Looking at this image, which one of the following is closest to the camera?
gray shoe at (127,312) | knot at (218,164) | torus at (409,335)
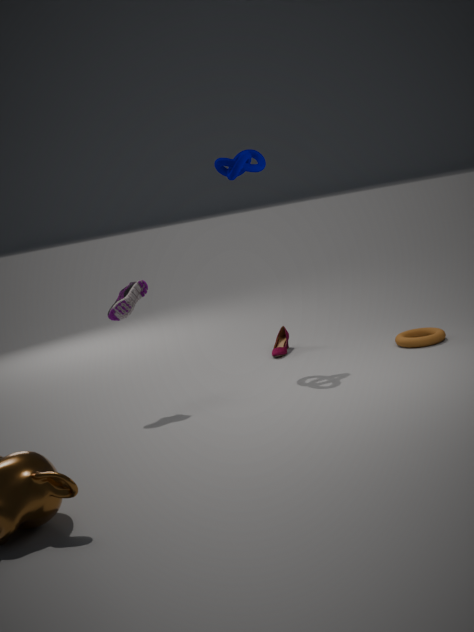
gray shoe at (127,312)
